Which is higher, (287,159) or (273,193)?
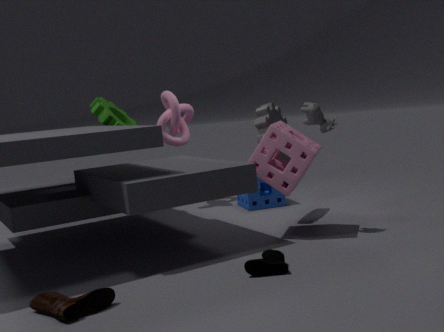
(287,159)
